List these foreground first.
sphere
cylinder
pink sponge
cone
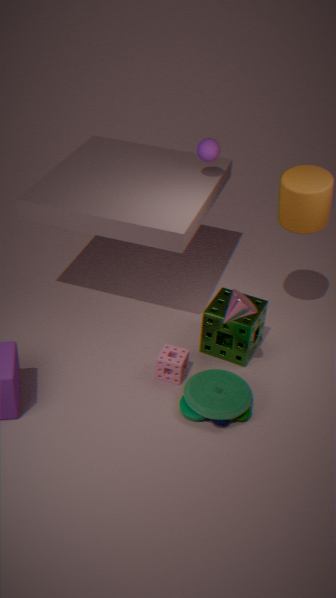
cone, pink sponge, cylinder, sphere
